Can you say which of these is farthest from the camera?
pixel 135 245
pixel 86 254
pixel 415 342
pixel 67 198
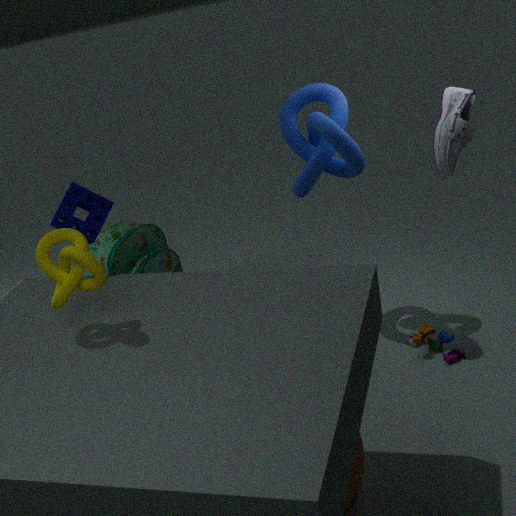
pixel 135 245
